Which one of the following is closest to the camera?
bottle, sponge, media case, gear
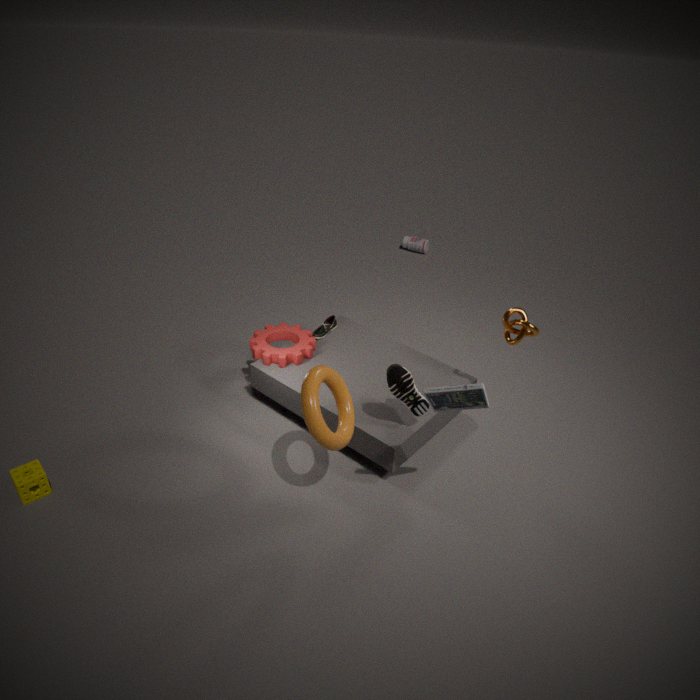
media case
